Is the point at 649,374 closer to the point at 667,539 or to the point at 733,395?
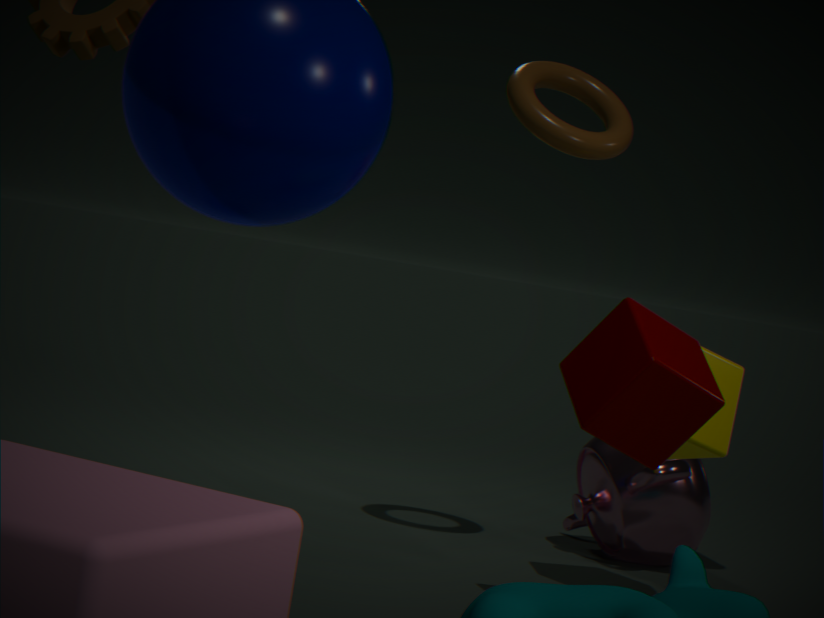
the point at 733,395
